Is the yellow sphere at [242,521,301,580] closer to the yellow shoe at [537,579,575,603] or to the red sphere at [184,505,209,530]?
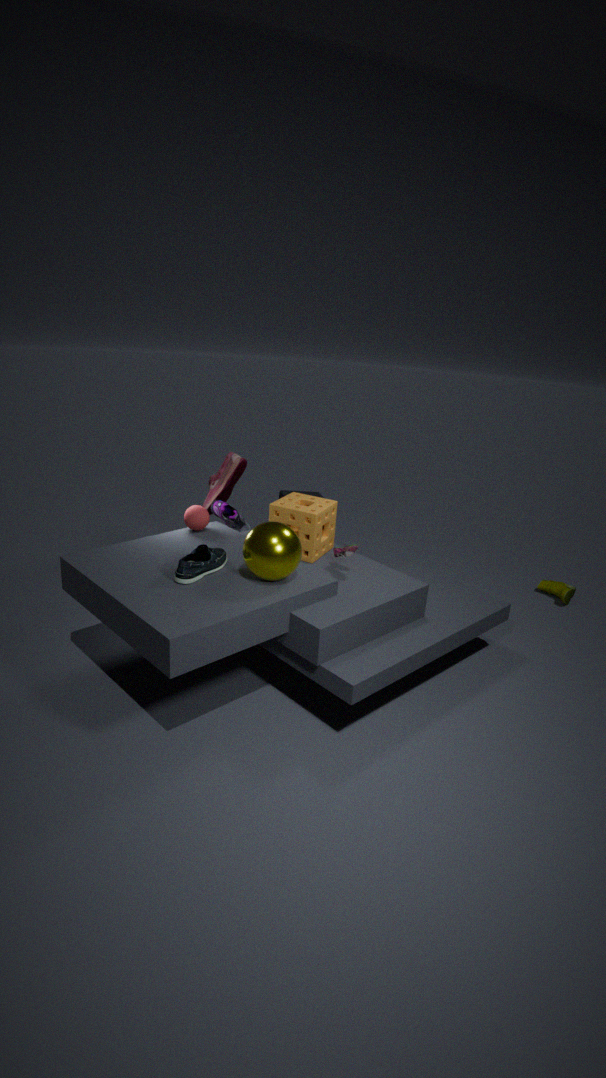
the red sphere at [184,505,209,530]
